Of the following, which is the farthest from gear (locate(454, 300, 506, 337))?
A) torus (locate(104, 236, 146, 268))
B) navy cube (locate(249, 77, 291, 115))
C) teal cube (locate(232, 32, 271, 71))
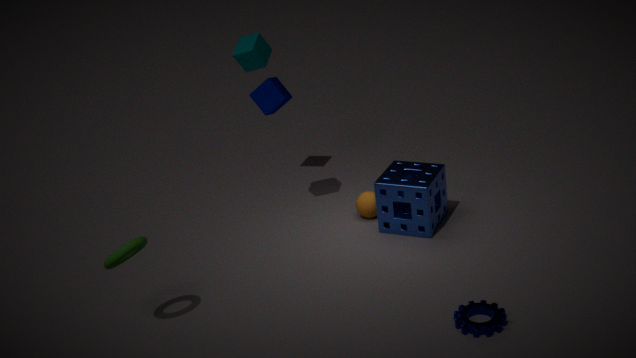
teal cube (locate(232, 32, 271, 71))
